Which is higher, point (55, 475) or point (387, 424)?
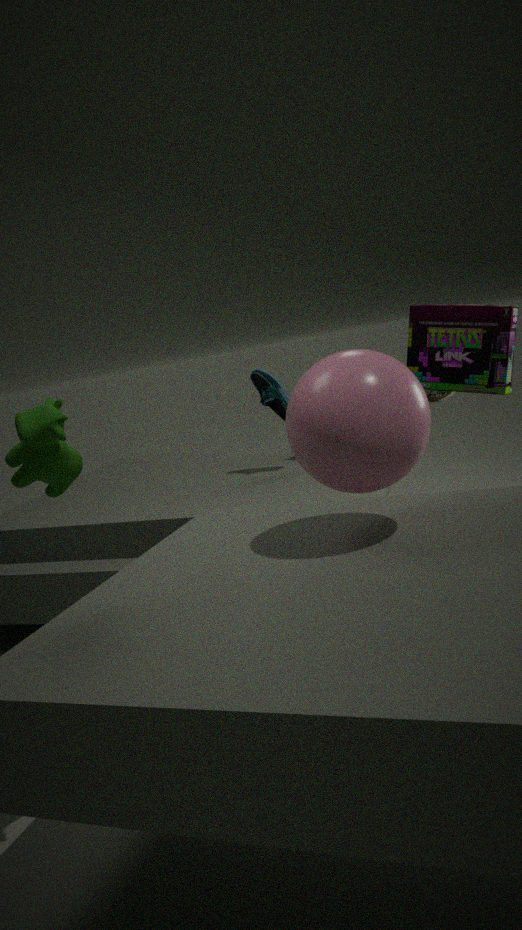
point (55, 475)
